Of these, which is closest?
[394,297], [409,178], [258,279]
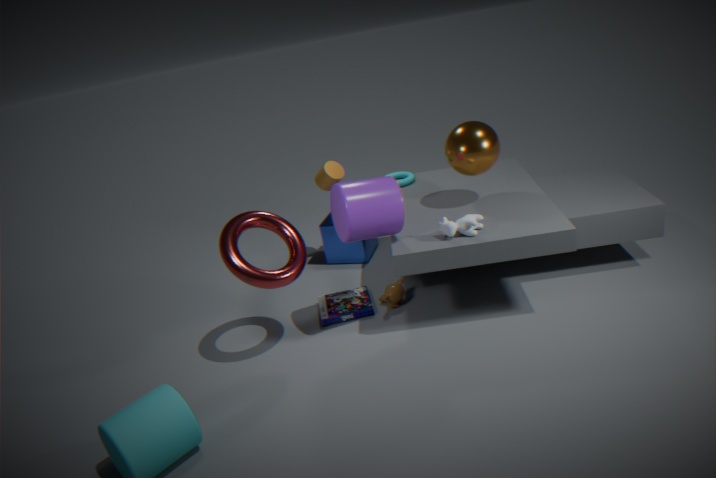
[258,279]
